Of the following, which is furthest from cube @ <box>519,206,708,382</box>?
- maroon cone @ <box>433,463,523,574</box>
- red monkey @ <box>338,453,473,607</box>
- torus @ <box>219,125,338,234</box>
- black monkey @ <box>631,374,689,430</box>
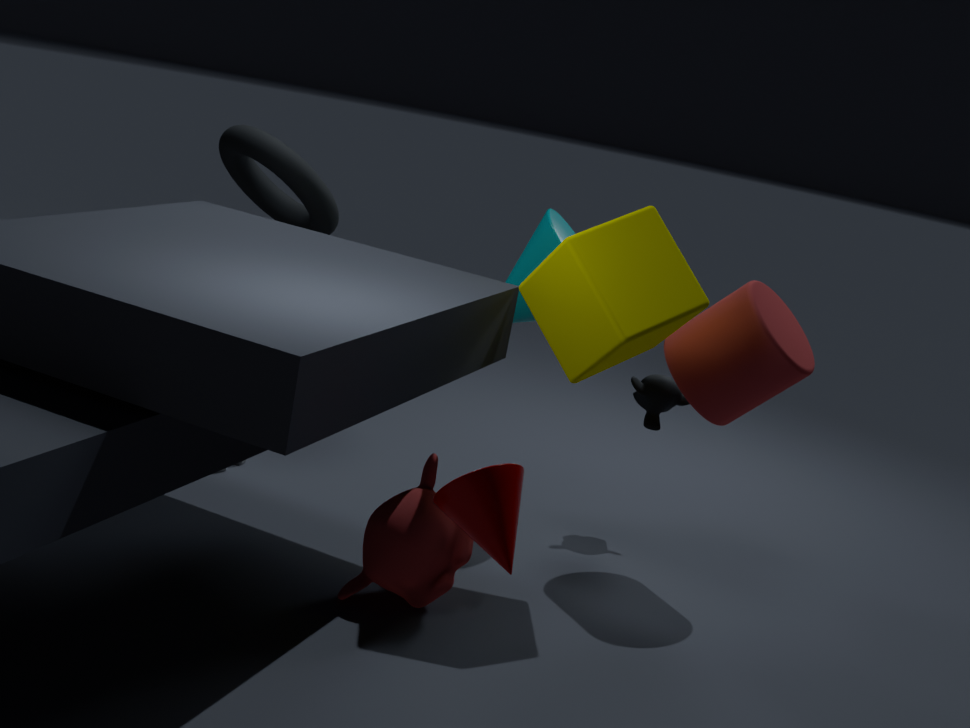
torus @ <box>219,125,338,234</box>
